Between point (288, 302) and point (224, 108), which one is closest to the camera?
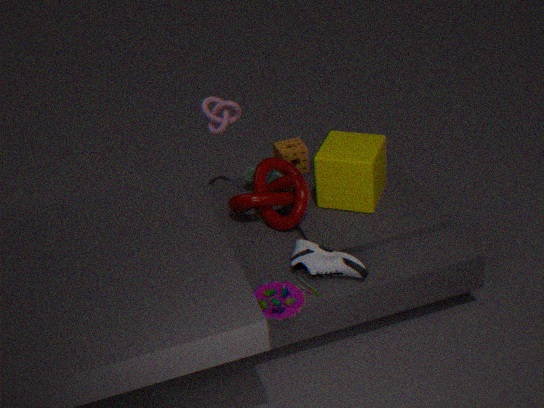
point (288, 302)
